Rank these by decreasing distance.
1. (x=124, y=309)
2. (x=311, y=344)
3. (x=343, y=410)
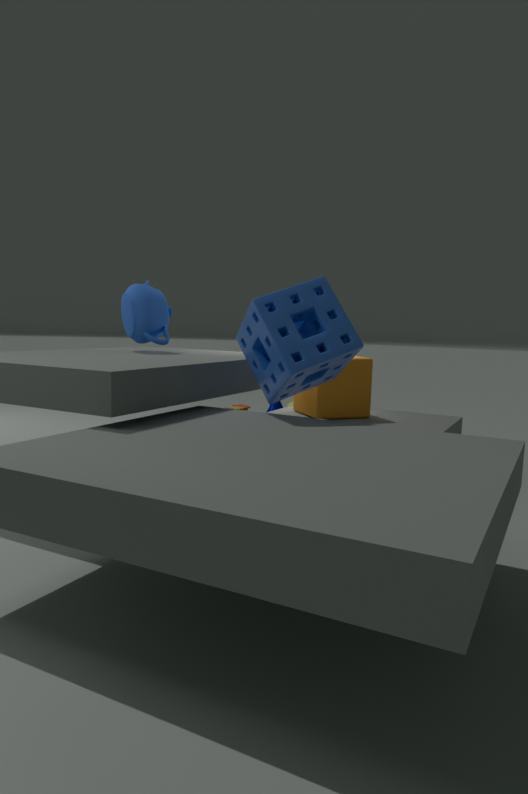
(x=343, y=410) → (x=124, y=309) → (x=311, y=344)
